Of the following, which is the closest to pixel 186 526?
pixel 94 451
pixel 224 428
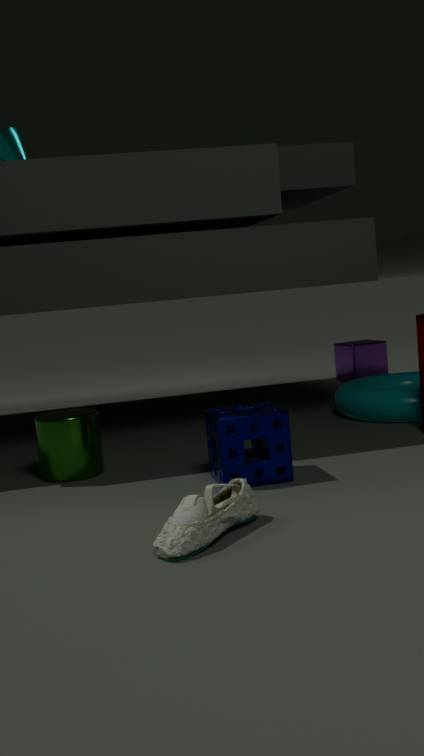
pixel 224 428
